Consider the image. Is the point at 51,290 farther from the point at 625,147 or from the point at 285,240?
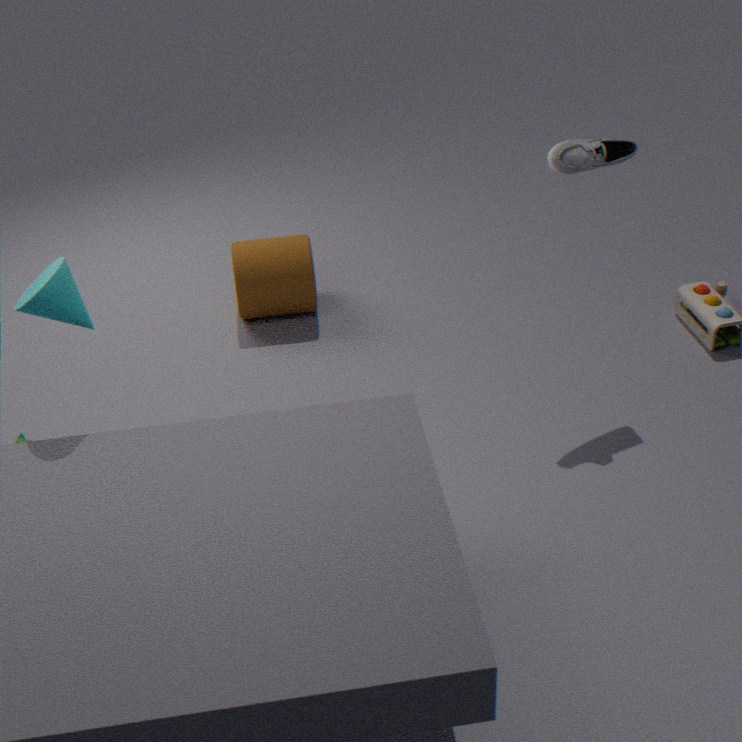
the point at 625,147
